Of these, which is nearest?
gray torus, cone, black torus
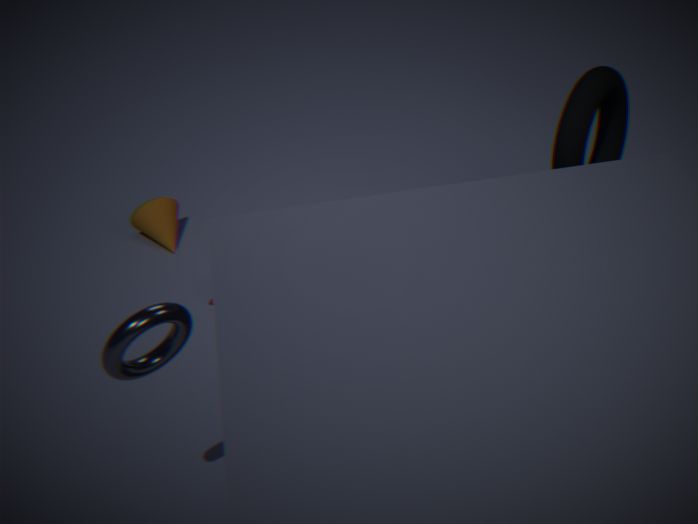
gray torus
